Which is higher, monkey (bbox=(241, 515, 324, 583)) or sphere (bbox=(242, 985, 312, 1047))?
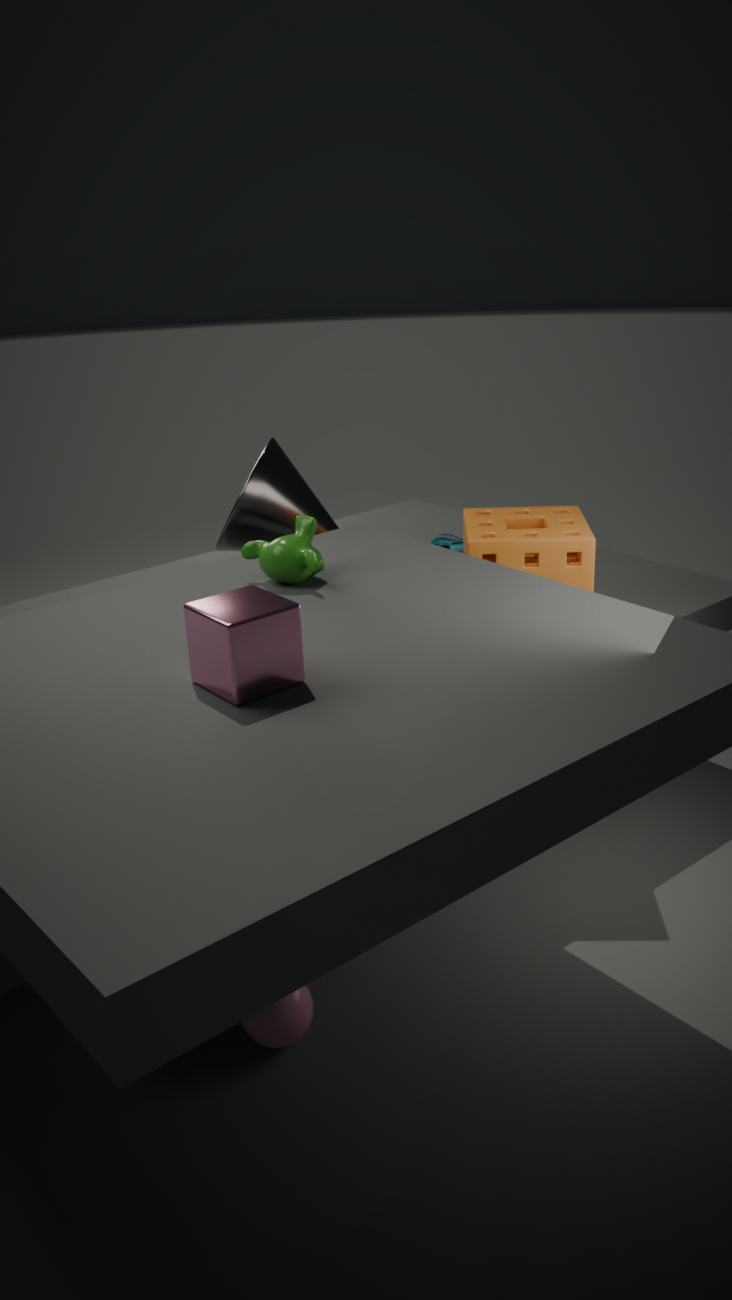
monkey (bbox=(241, 515, 324, 583))
